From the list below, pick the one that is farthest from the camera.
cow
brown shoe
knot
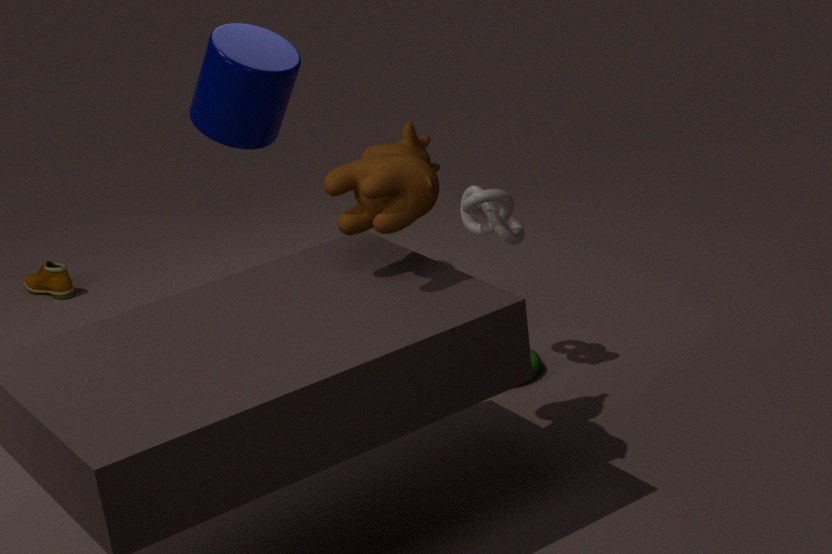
brown shoe
